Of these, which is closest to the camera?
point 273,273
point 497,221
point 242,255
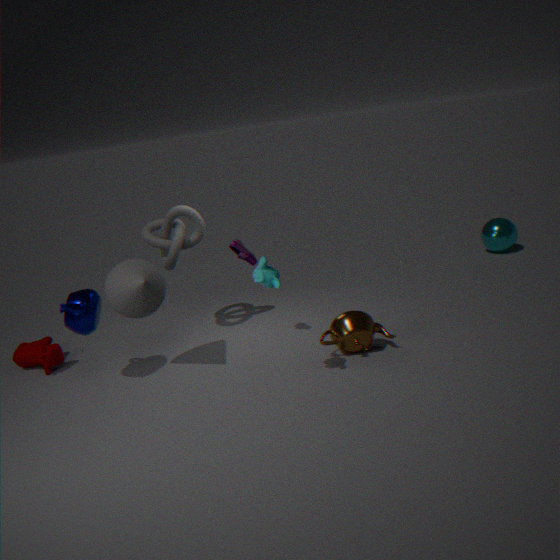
point 273,273
